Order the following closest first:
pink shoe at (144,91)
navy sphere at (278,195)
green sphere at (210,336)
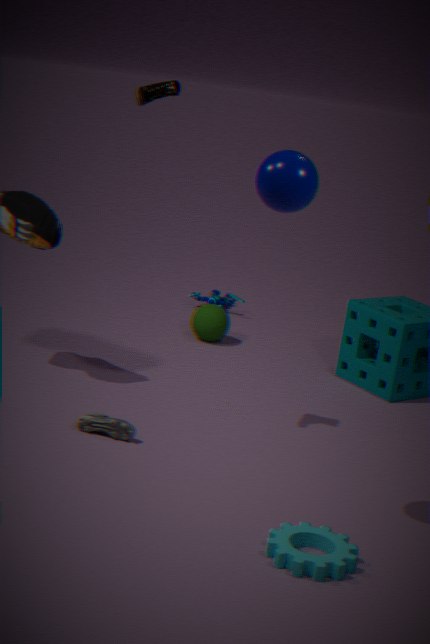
navy sphere at (278,195), pink shoe at (144,91), green sphere at (210,336)
